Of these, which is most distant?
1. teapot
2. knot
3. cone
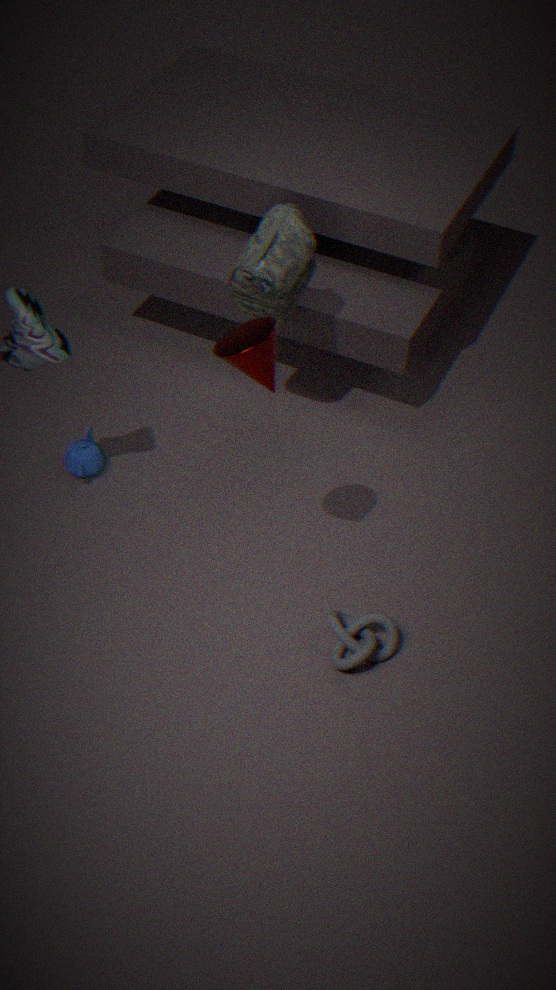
teapot
